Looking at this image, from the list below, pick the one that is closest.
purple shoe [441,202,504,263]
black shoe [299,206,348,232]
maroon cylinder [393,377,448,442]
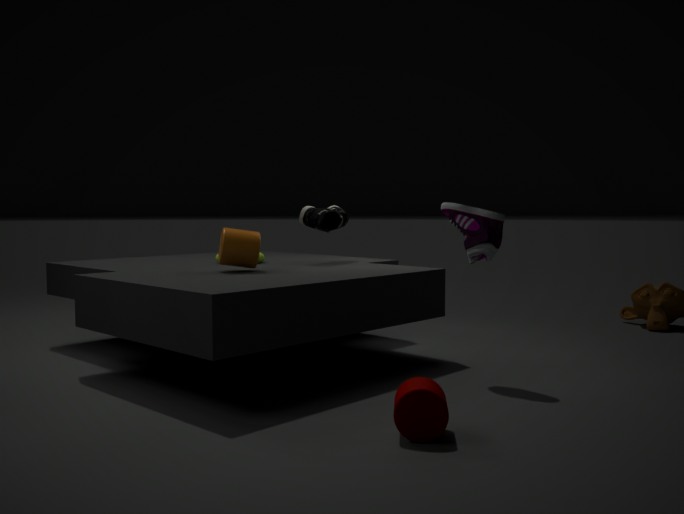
maroon cylinder [393,377,448,442]
